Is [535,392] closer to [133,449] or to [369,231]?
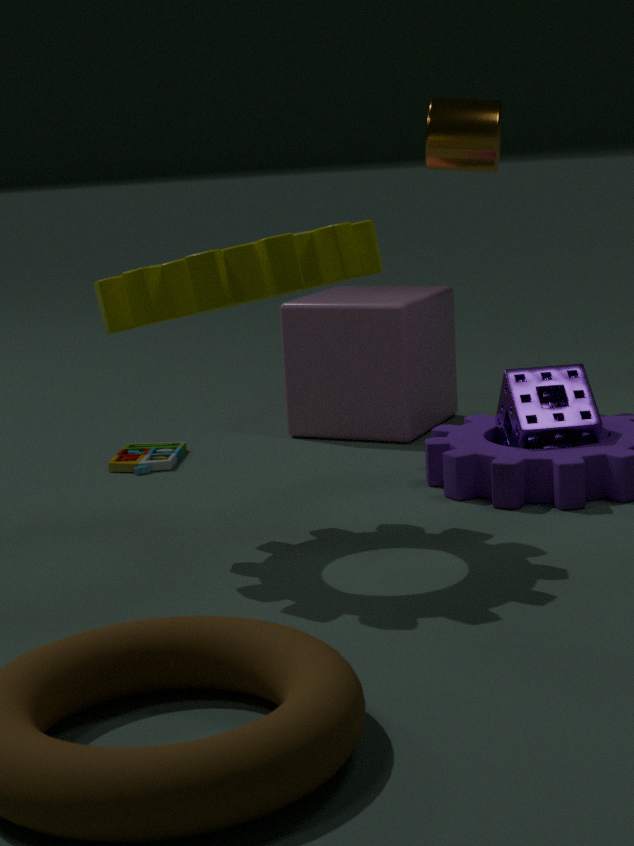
[369,231]
